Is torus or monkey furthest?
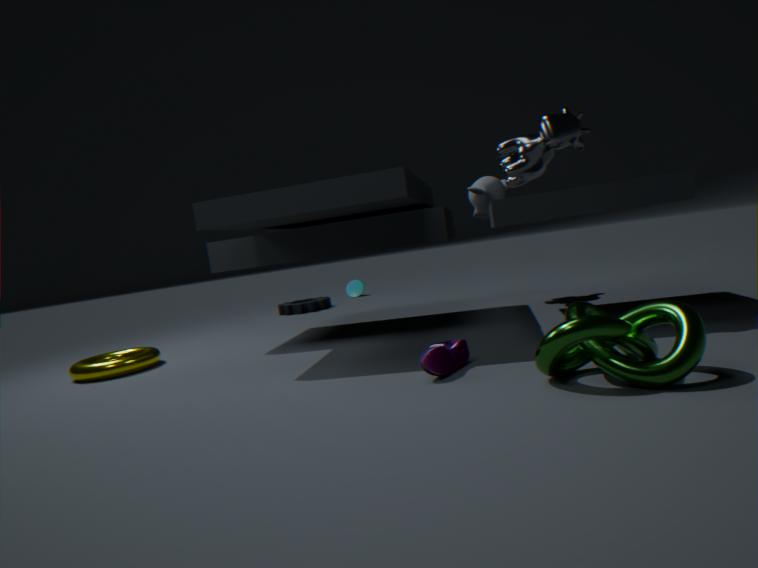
monkey
